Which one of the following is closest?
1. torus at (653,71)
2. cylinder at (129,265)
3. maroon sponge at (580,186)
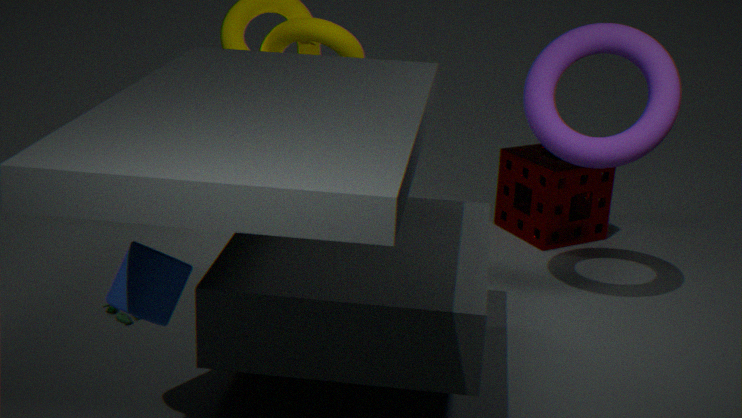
cylinder at (129,265)
